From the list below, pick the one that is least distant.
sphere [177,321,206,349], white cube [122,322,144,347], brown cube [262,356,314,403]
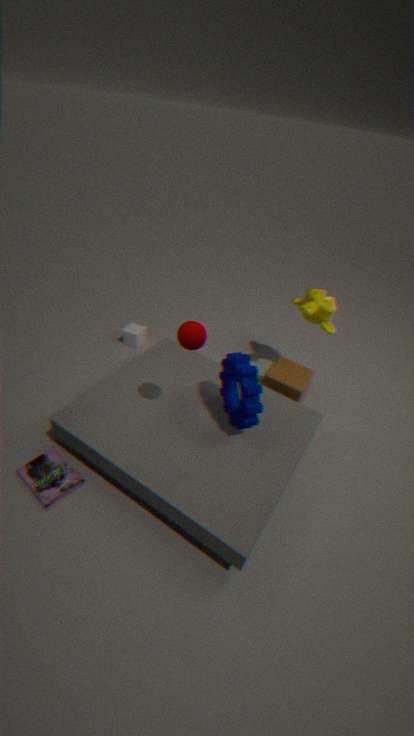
sphere [177,321,206,349]
